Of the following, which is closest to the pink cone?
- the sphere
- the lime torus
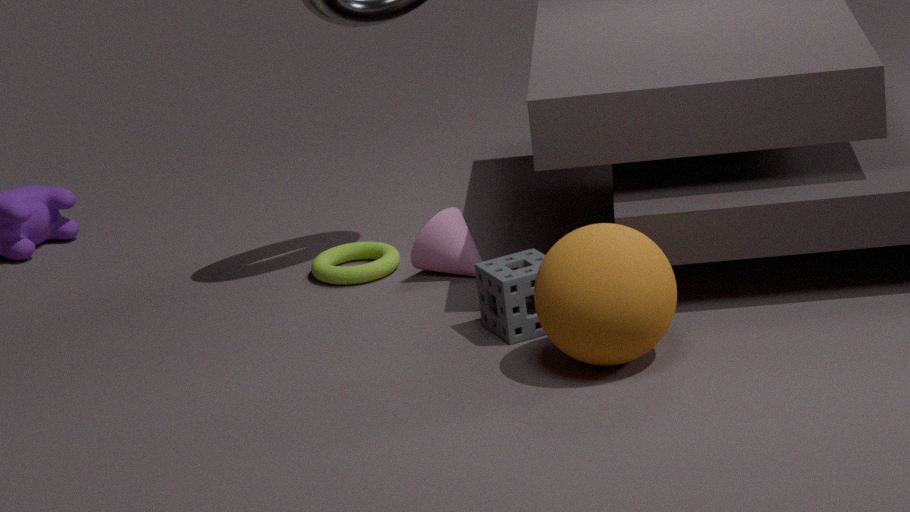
the lime torus
